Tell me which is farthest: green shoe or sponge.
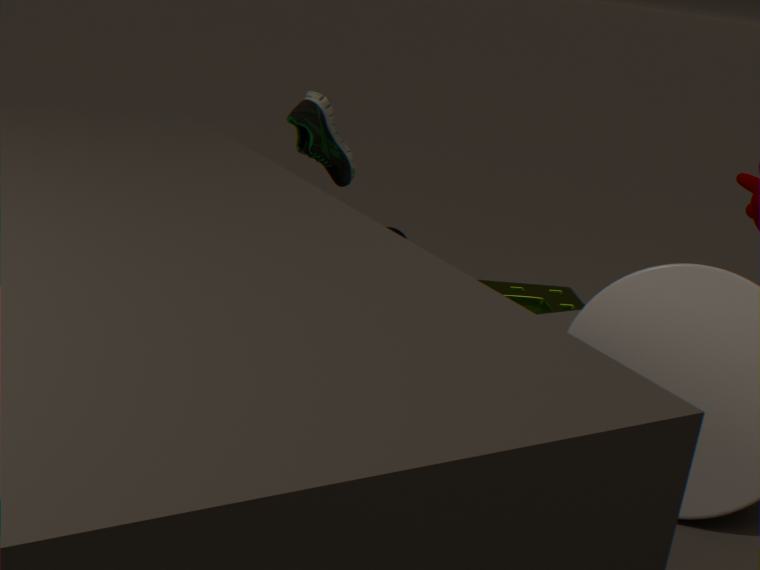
green shoe
